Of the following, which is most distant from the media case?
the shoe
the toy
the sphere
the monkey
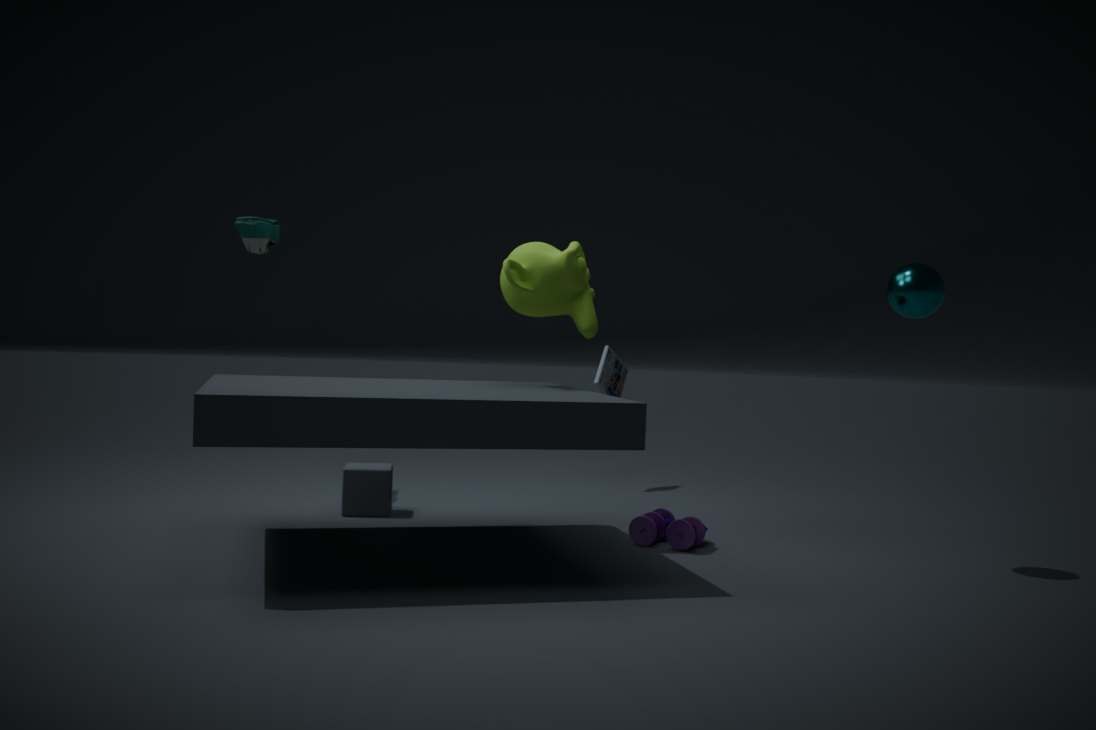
the sphere
